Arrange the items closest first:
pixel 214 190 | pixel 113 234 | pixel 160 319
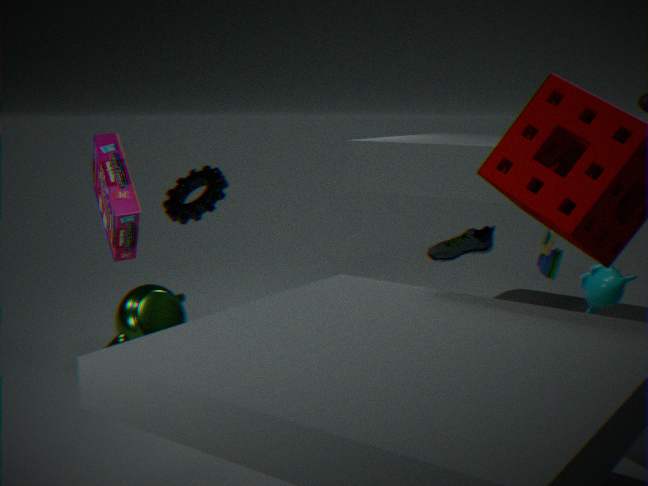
pixel 113 234 → pixel 214 190 → pixel 160 319
